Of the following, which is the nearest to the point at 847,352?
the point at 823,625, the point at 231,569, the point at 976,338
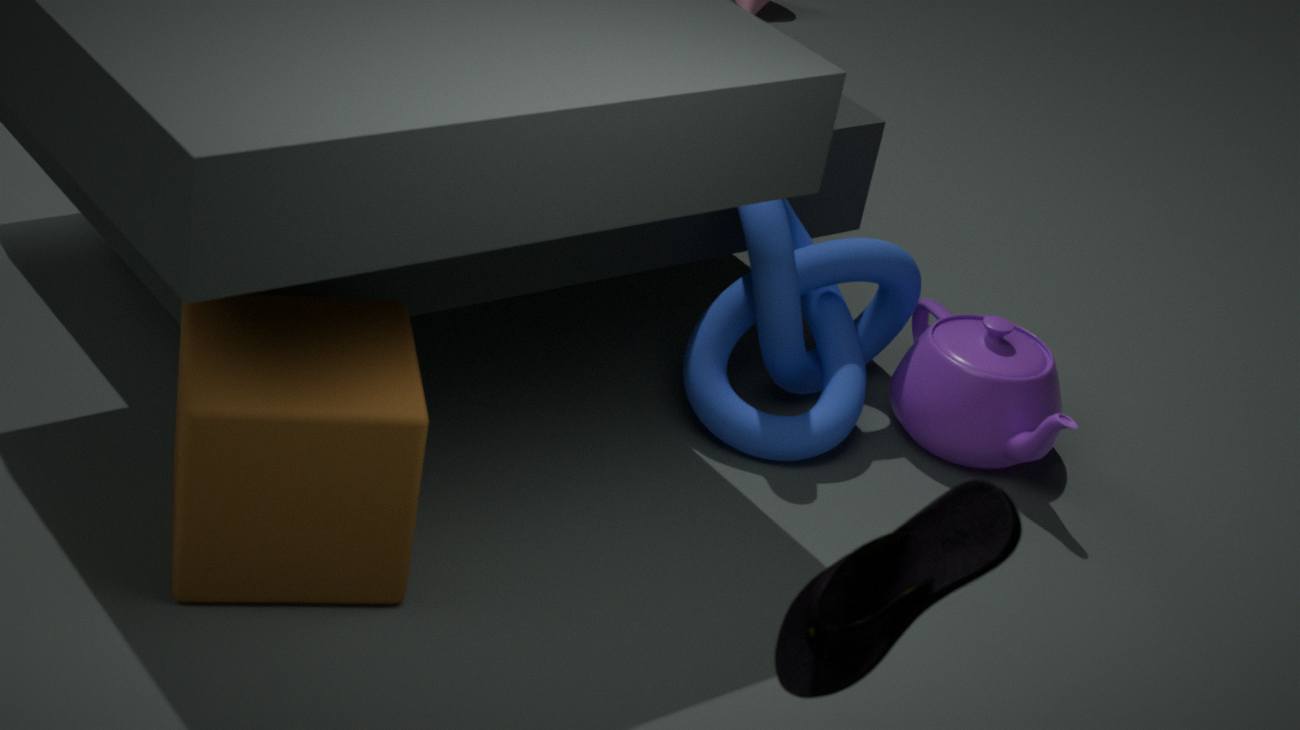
the point at 976,338
